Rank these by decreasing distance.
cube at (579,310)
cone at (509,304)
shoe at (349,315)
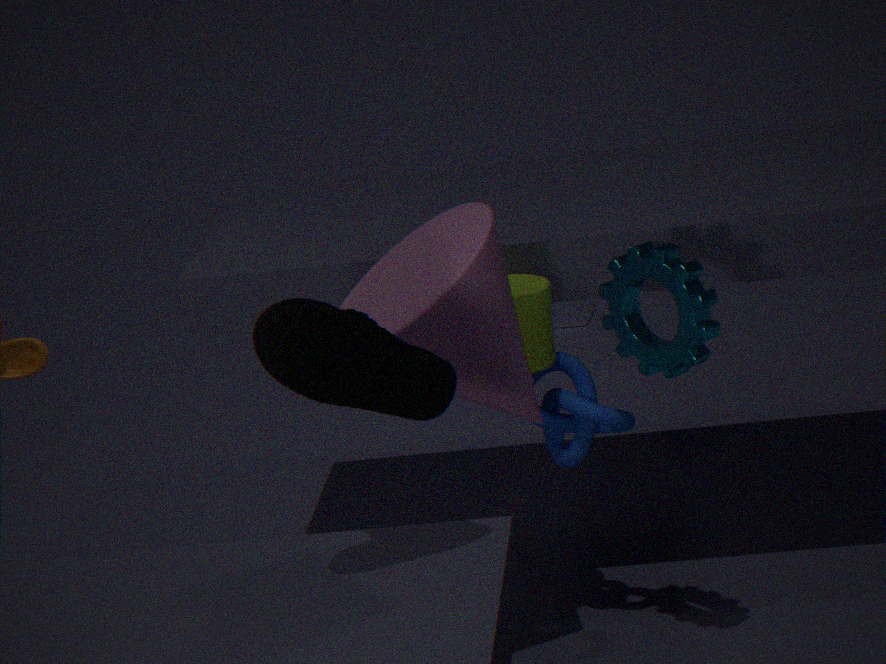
1. cube at (579,310)
2. cone at (509,304)
3. shoe at (349,315)
